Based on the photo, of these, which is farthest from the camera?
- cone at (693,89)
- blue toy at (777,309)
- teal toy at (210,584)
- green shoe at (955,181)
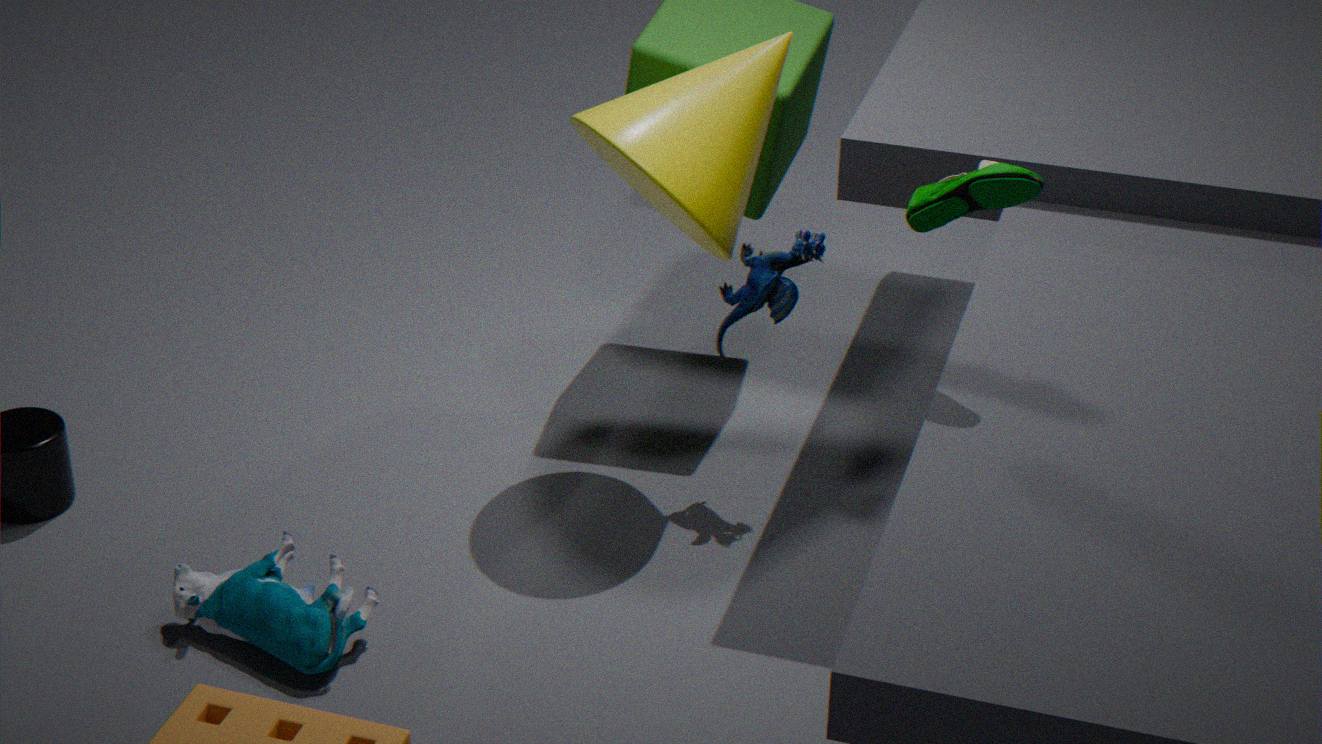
blue toy at (777,309)
